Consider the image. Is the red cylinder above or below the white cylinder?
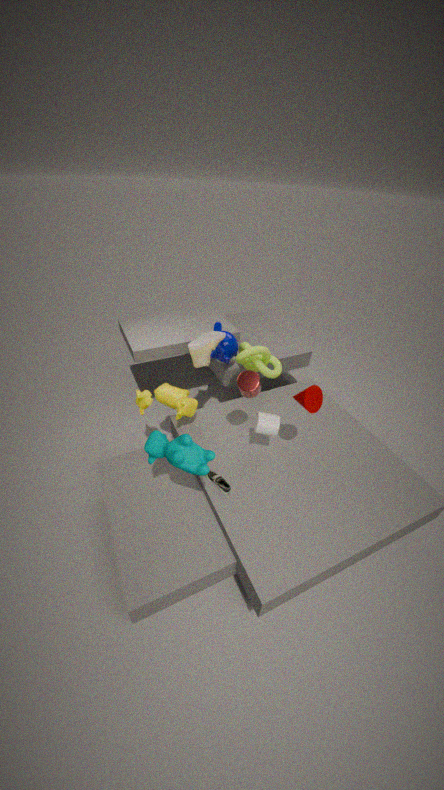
above
